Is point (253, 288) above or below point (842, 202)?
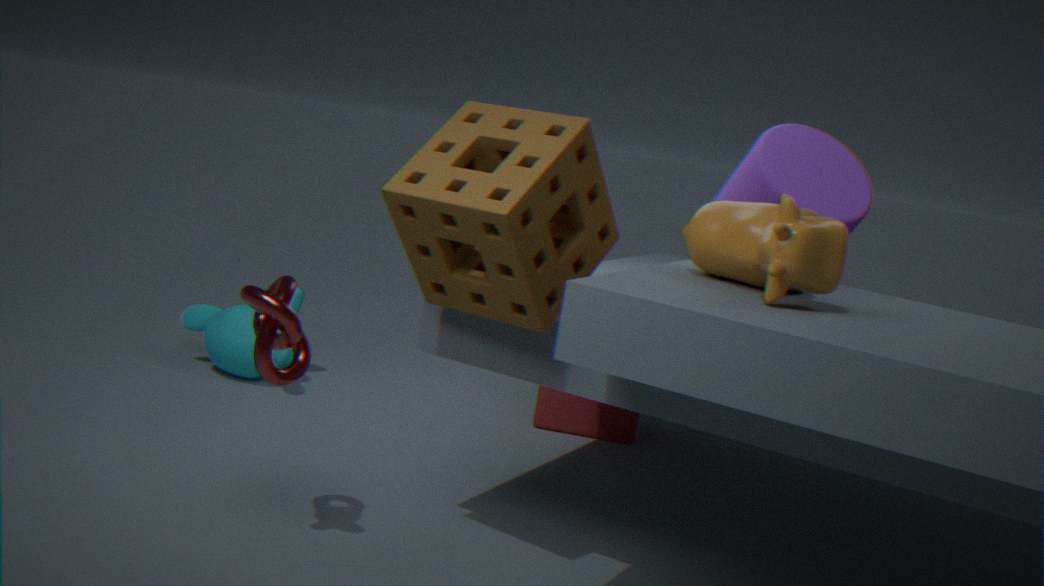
below
